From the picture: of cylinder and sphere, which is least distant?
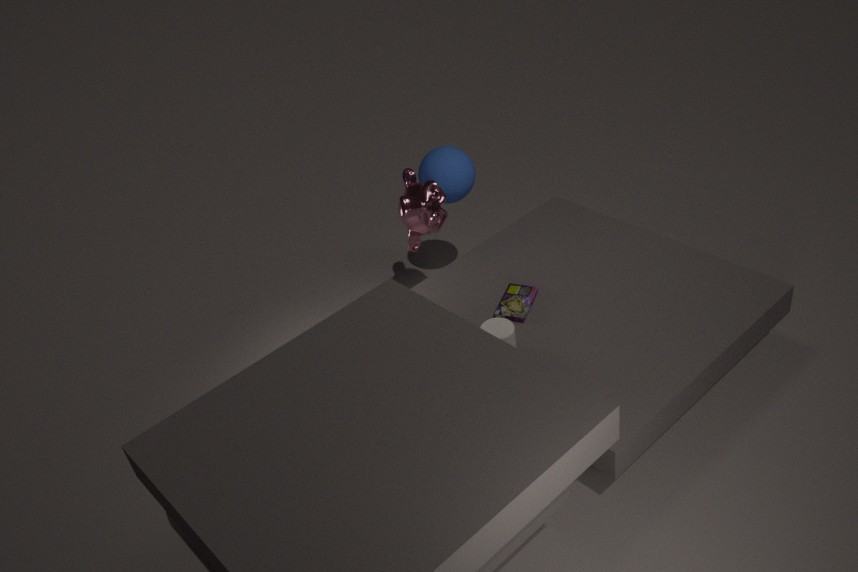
cylinder
